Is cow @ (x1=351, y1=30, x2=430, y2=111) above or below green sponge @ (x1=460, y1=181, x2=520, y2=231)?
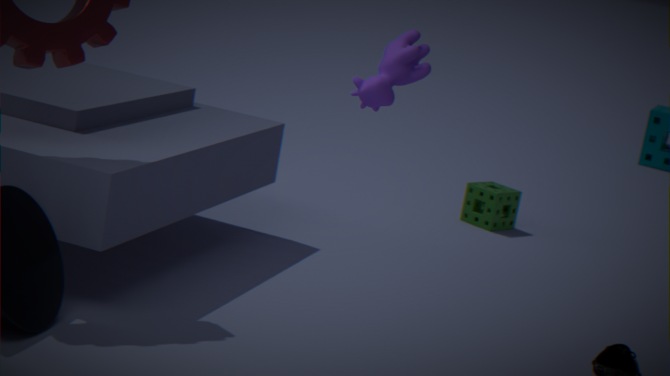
above
